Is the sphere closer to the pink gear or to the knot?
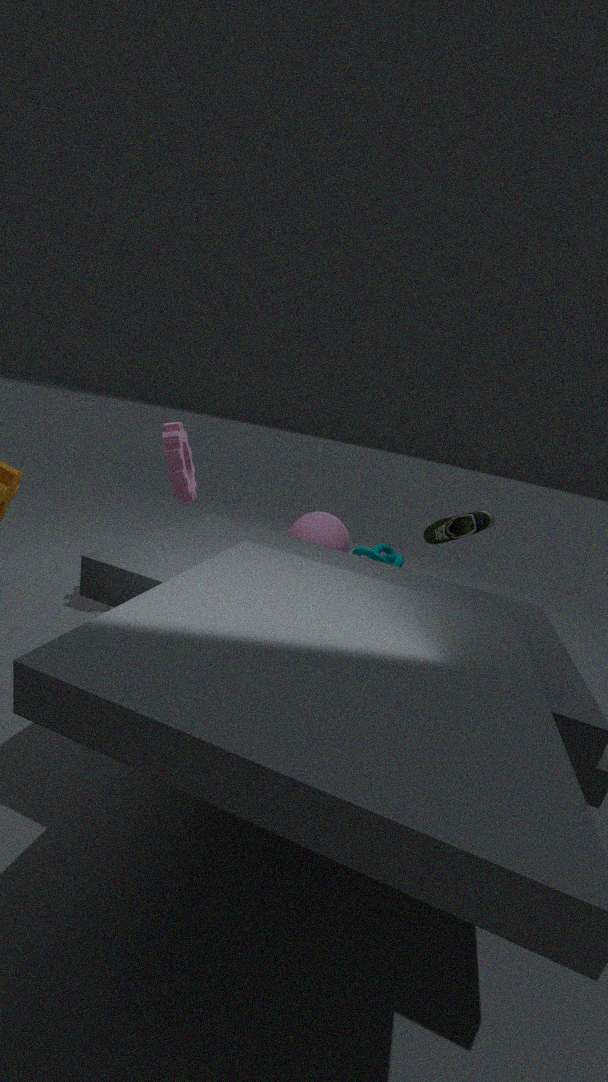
the pink gear
